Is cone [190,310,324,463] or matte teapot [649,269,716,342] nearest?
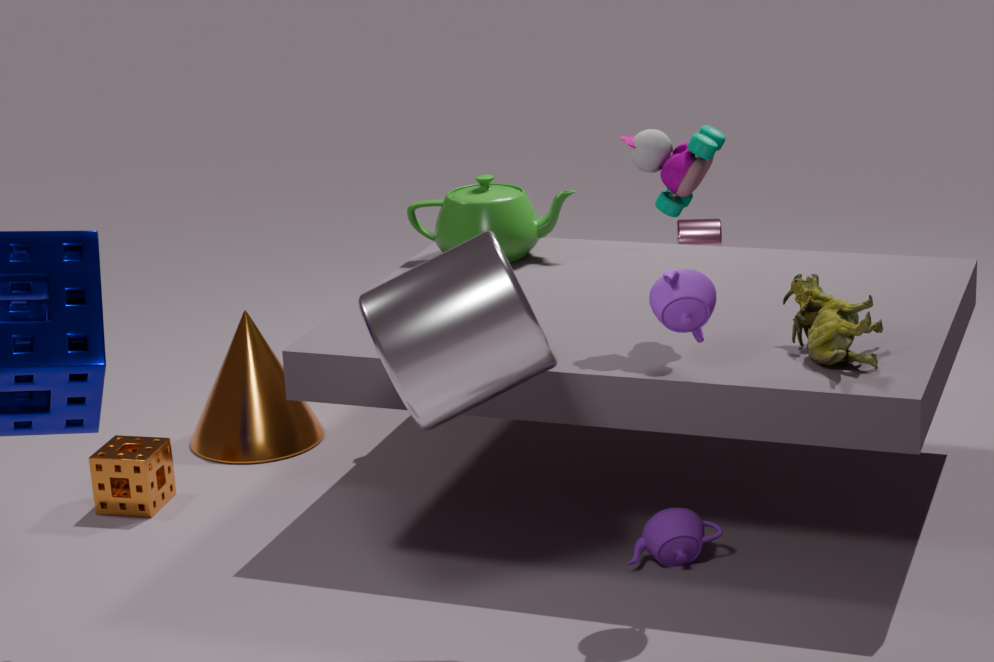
matte teapot [649,269,716,342]
